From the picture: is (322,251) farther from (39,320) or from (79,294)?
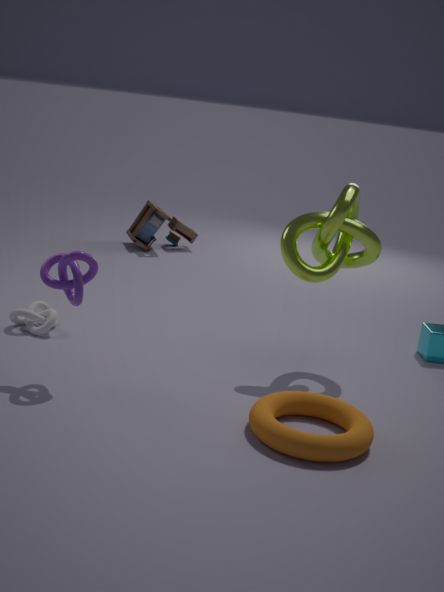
(39,320)
